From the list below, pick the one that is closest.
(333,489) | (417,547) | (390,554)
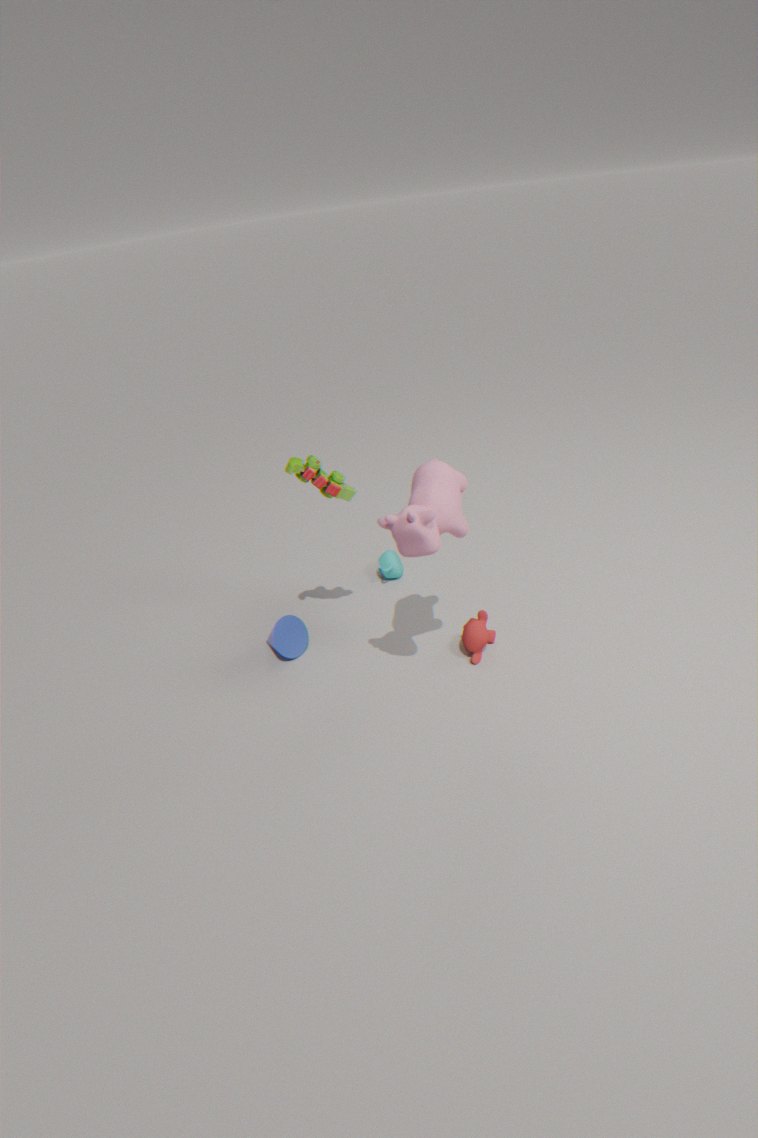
(417,547)
